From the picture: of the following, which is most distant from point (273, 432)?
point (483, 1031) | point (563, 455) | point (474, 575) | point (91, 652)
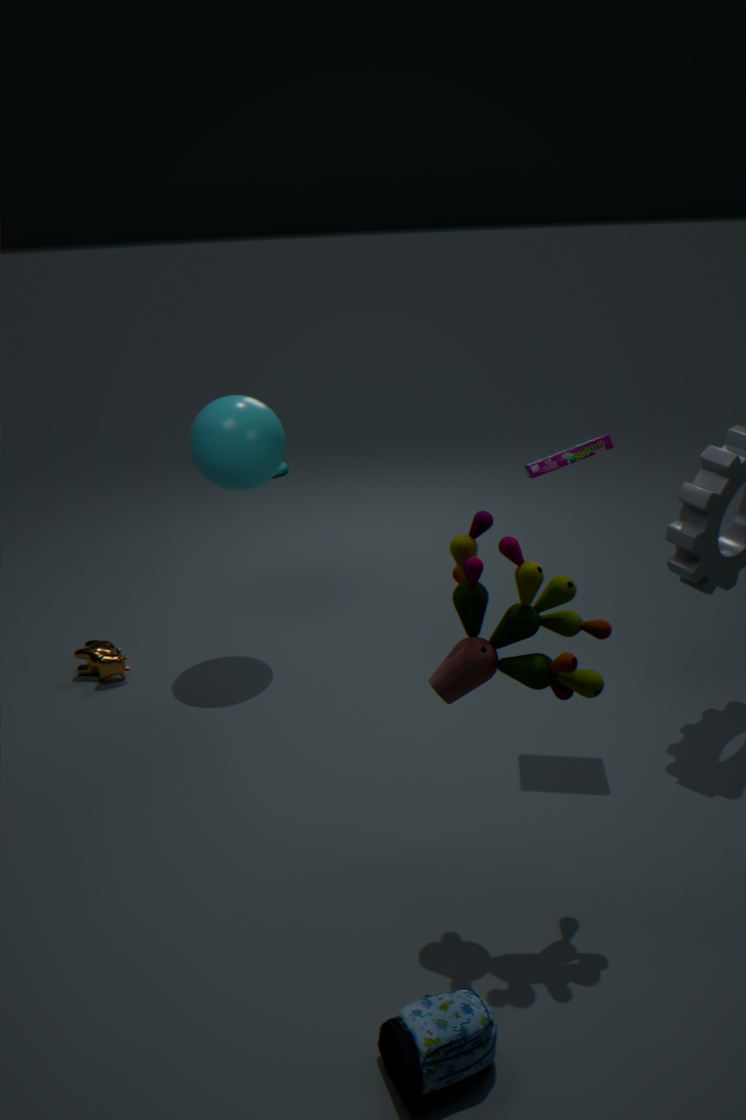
point (483, 1031)
